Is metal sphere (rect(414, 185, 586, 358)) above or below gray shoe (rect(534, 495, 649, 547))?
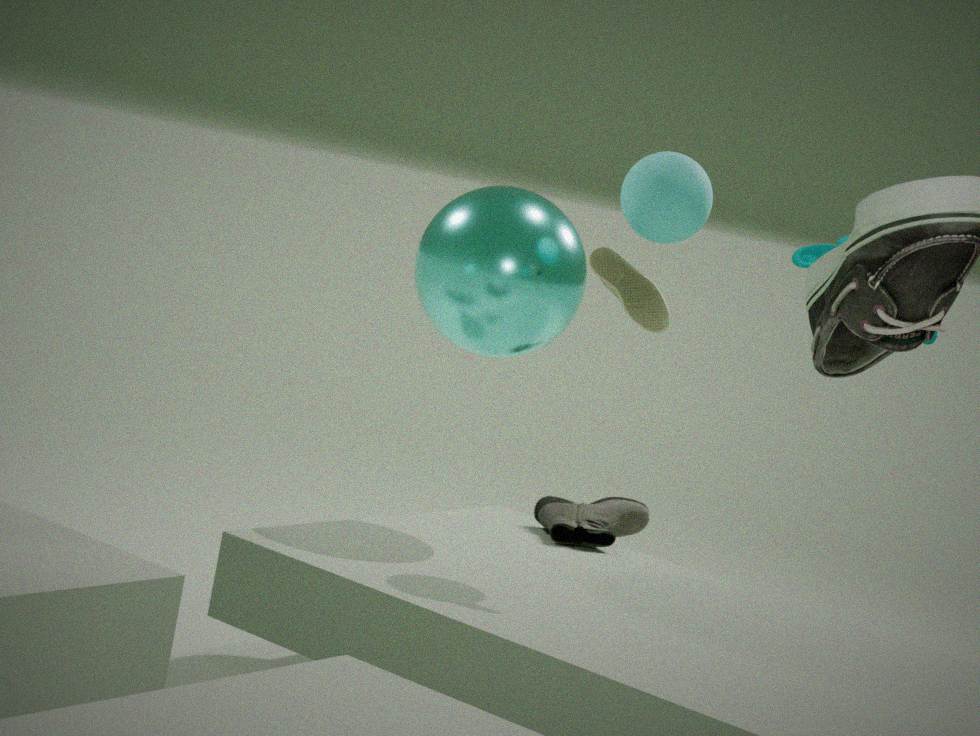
above
